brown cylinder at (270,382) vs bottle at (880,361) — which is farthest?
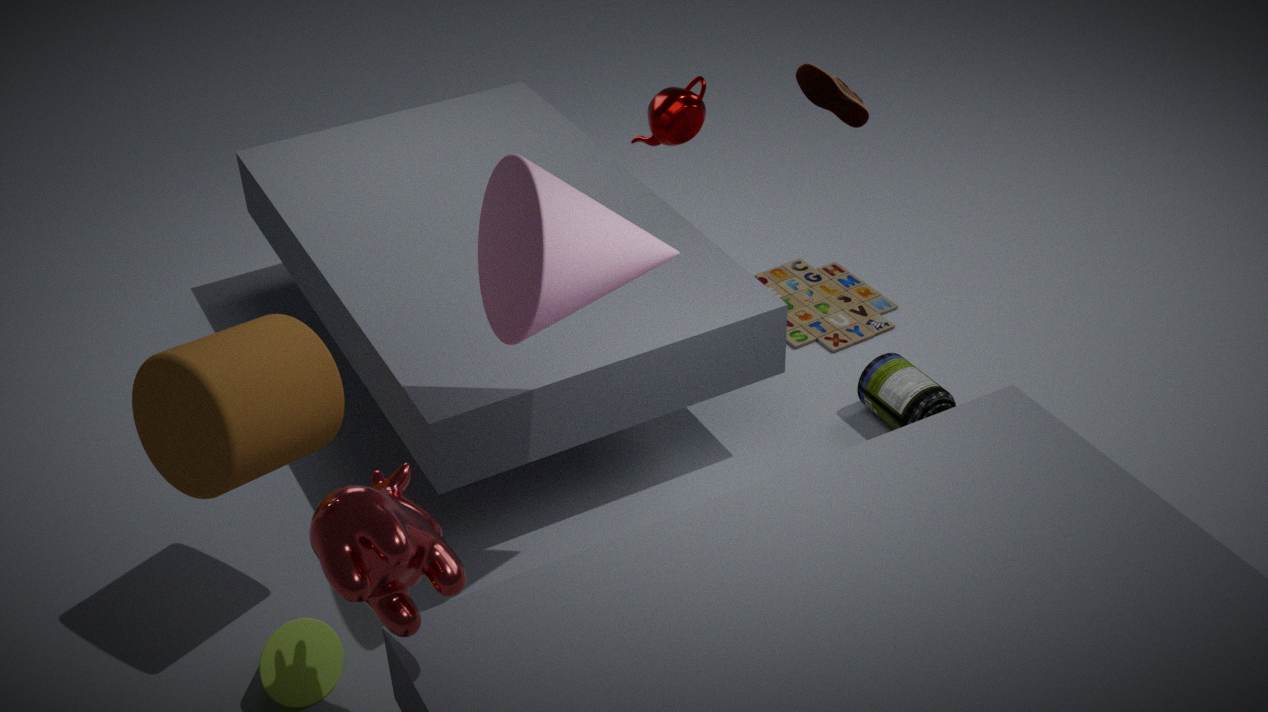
bottle at (880,361)
